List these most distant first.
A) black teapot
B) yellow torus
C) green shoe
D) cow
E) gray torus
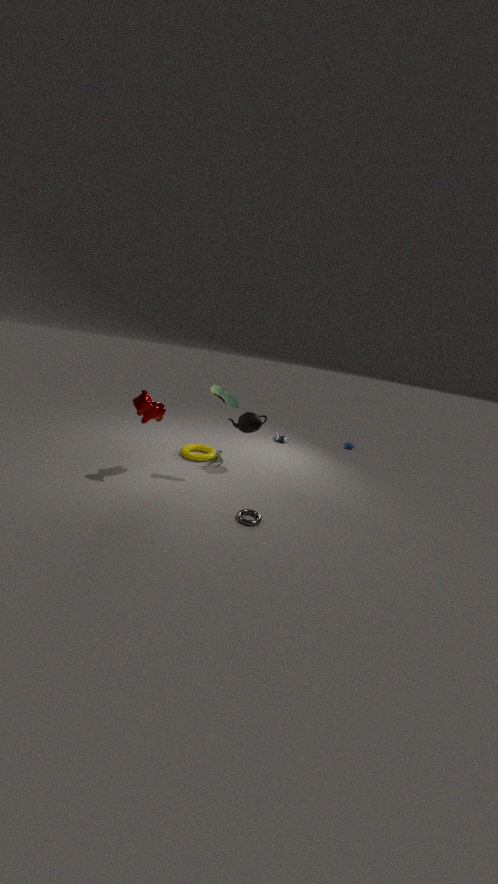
yellow torus
black teapot
green shoe
cow
gray torus
